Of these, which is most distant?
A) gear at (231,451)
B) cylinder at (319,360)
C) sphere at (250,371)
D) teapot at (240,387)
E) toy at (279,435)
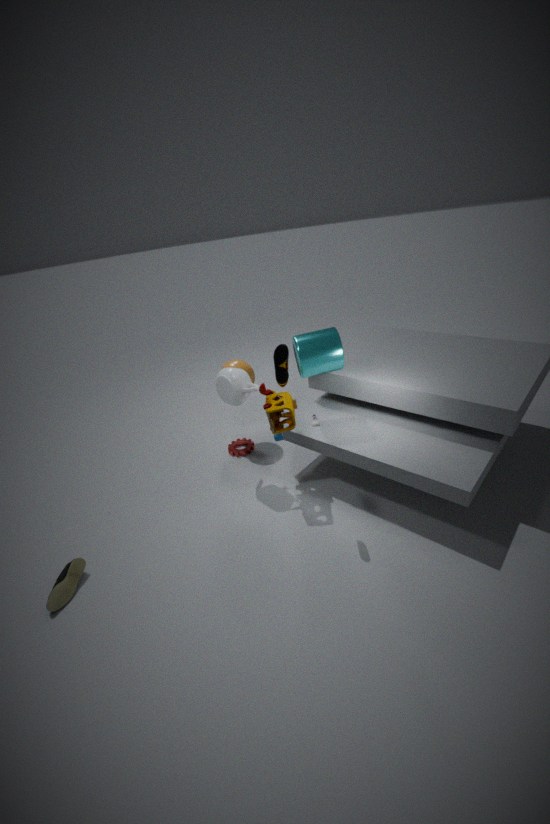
→ gear at (231,451)
